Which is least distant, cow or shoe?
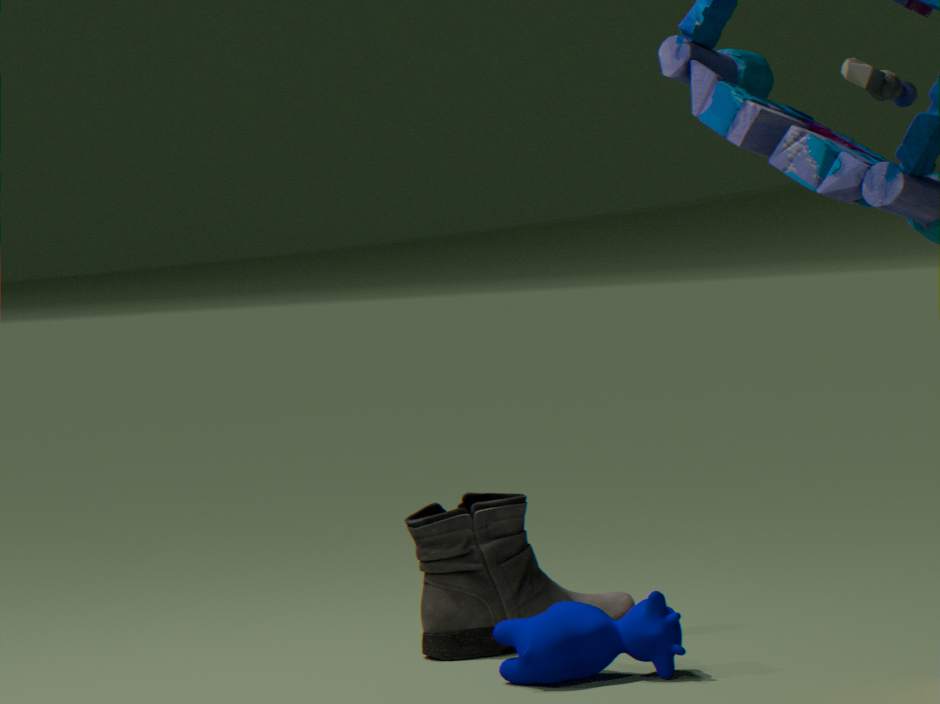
cow
